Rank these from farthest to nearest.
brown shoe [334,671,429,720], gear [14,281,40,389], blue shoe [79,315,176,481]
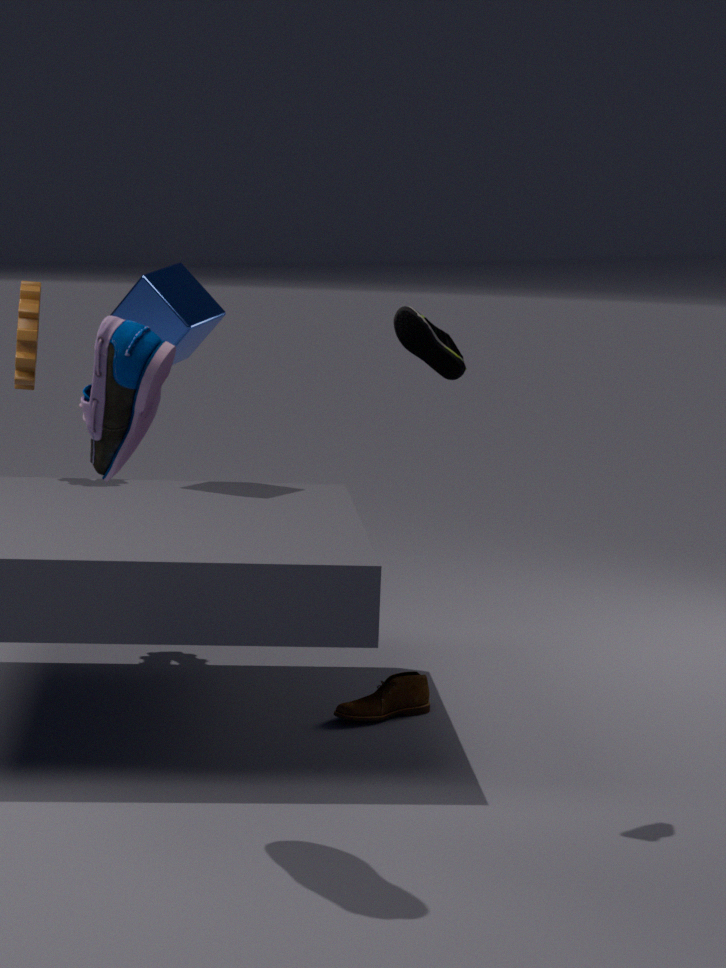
gear [14,281,40,389], brown shoe [334,671,429,720], blue shoe [79,315,176,481]
